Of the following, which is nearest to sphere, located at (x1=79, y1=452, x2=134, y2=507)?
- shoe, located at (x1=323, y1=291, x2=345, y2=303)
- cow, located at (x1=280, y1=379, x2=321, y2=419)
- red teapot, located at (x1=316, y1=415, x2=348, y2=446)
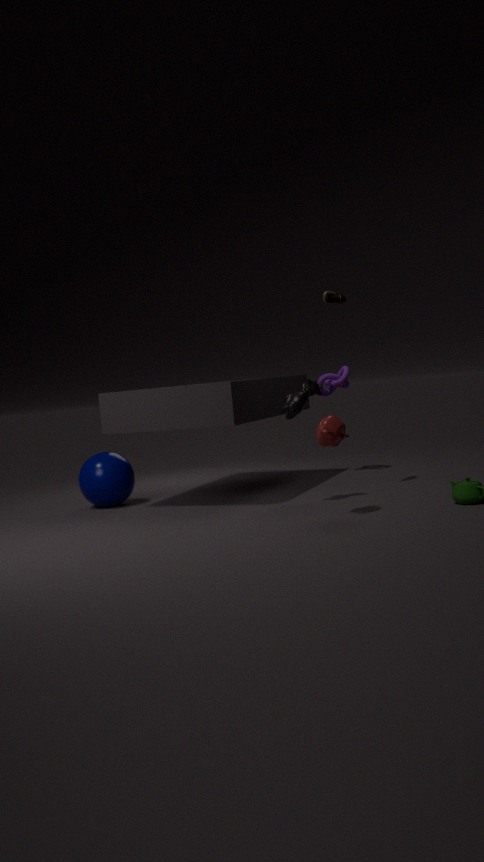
cow, located at (x1=280, y1=379, x2=321, y2=419)
